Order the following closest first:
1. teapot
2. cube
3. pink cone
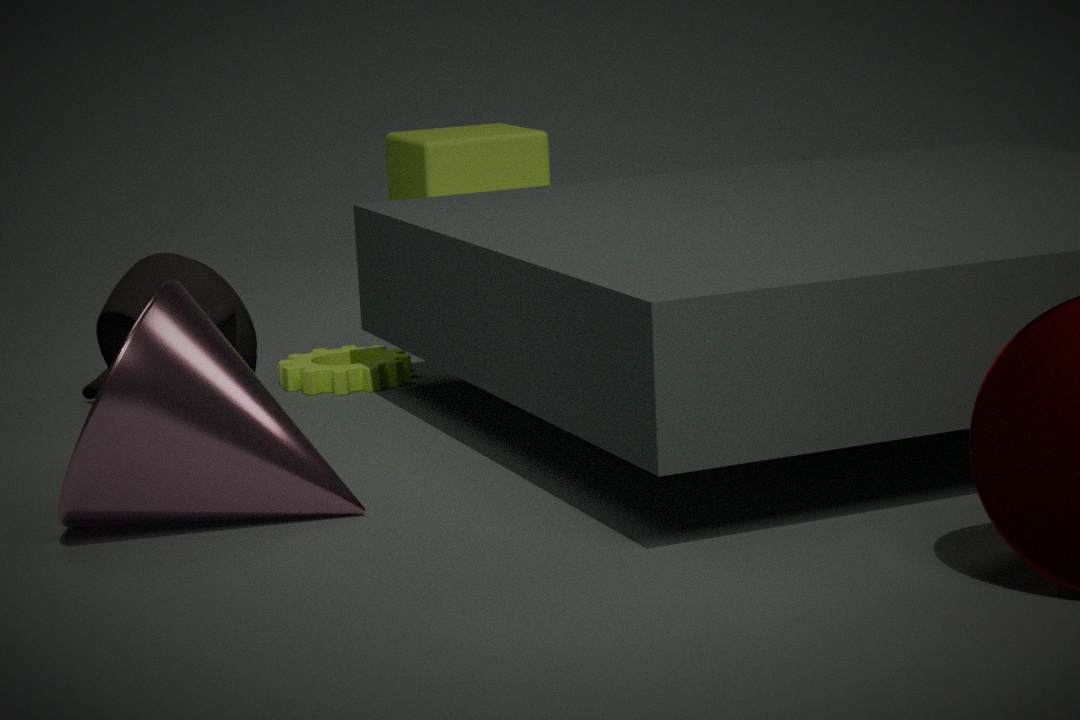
1. pink cone
2. teapot
3. cube
